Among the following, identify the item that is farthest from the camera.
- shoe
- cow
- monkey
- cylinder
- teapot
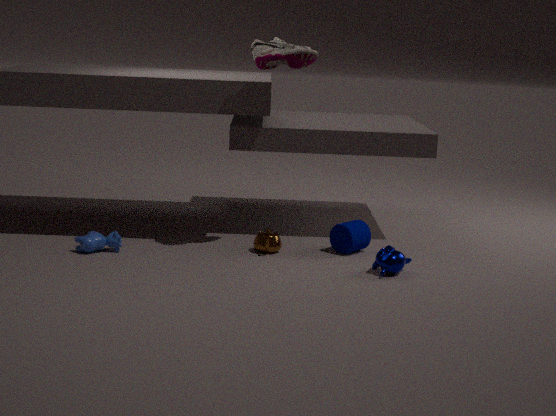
cylinder
